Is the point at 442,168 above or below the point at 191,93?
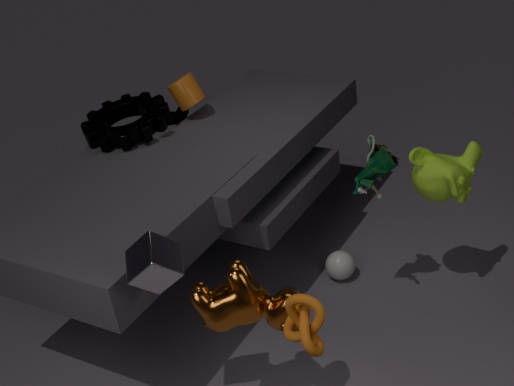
below
